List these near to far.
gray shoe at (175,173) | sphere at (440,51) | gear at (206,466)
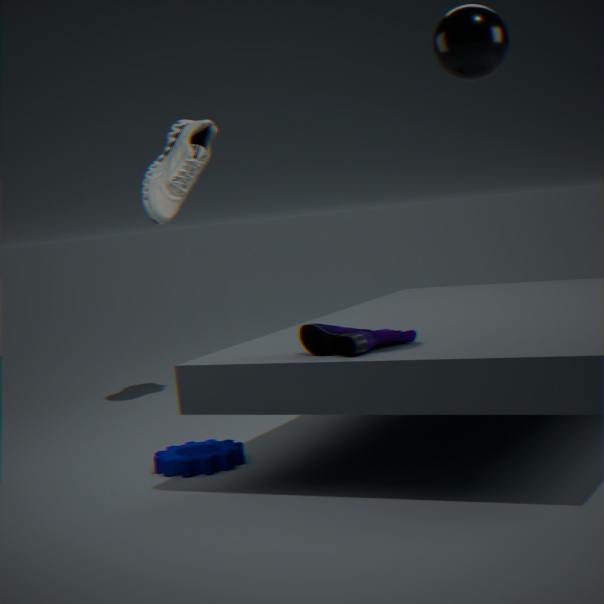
sphere at (440,51) < gear at (206,466) < gray shoe at (175,173)
